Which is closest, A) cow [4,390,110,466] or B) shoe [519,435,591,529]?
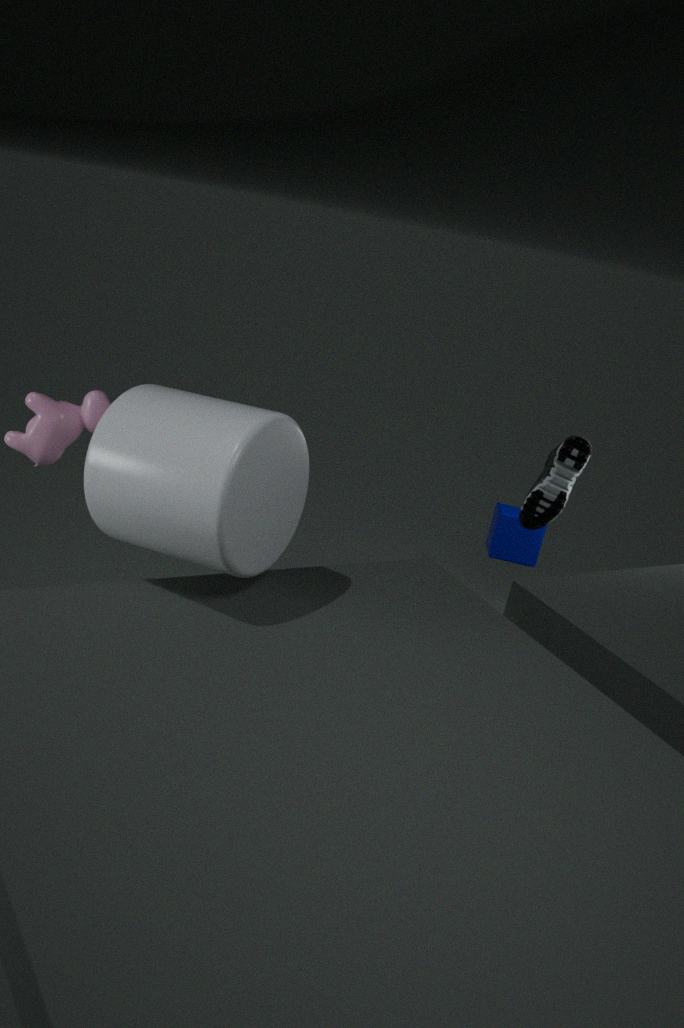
A. cow [4,390,110,466]
